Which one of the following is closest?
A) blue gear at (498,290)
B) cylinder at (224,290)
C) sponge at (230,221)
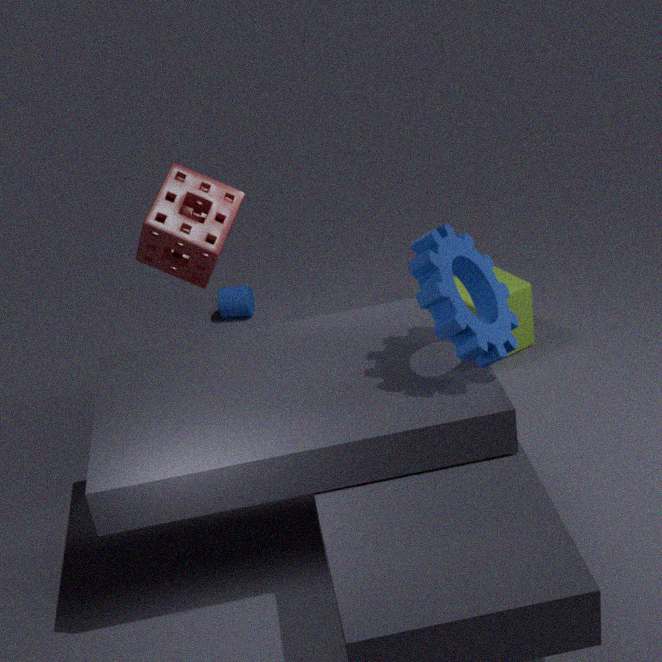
blue gear at (498,290)
